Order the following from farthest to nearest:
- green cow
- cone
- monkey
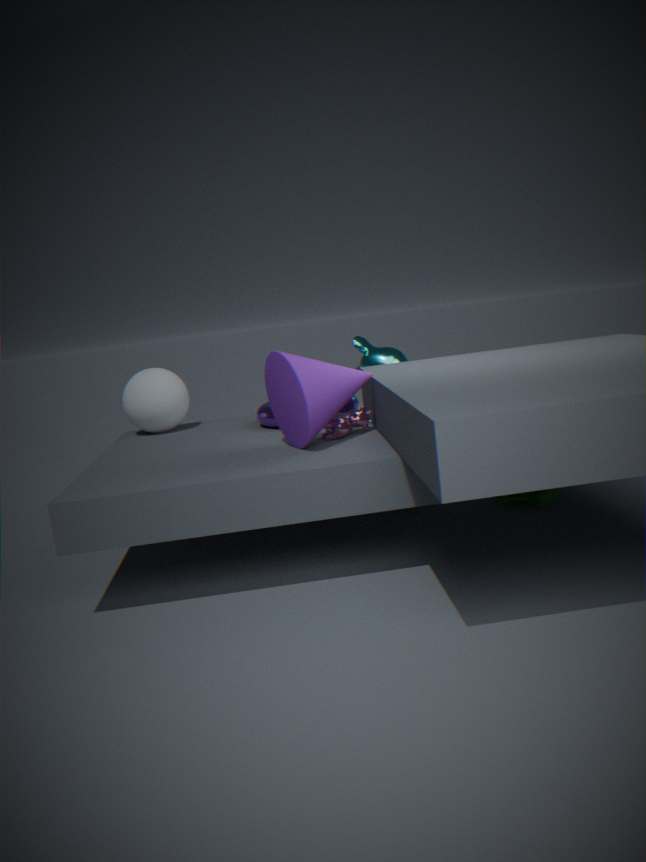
monkey < green cow < cone
